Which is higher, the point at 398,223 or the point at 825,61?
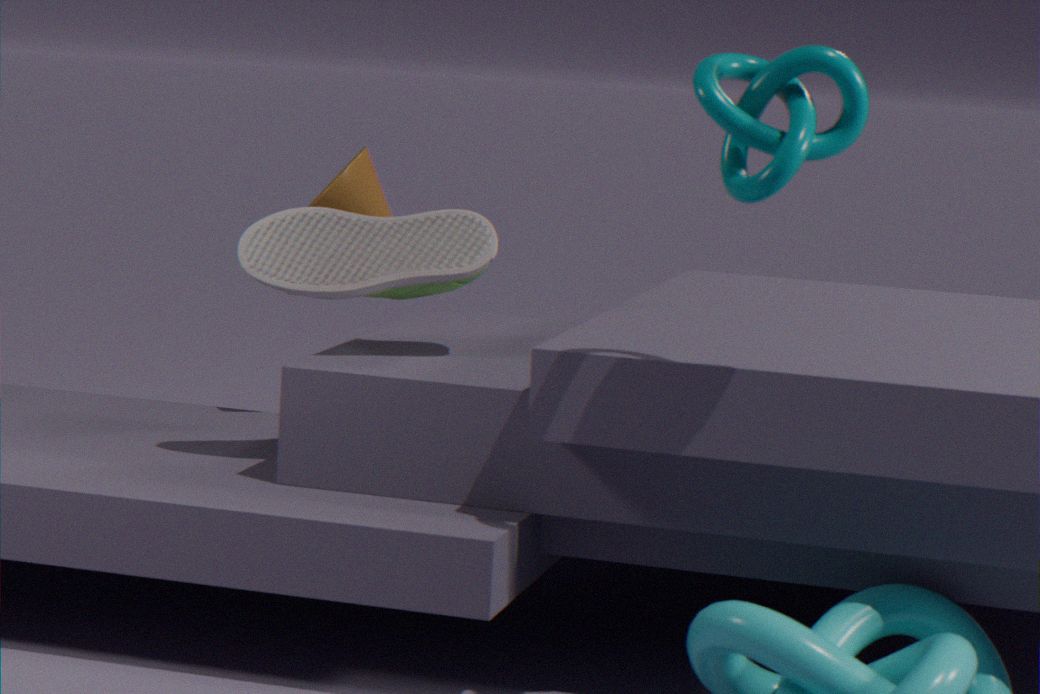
the point at 825,61
